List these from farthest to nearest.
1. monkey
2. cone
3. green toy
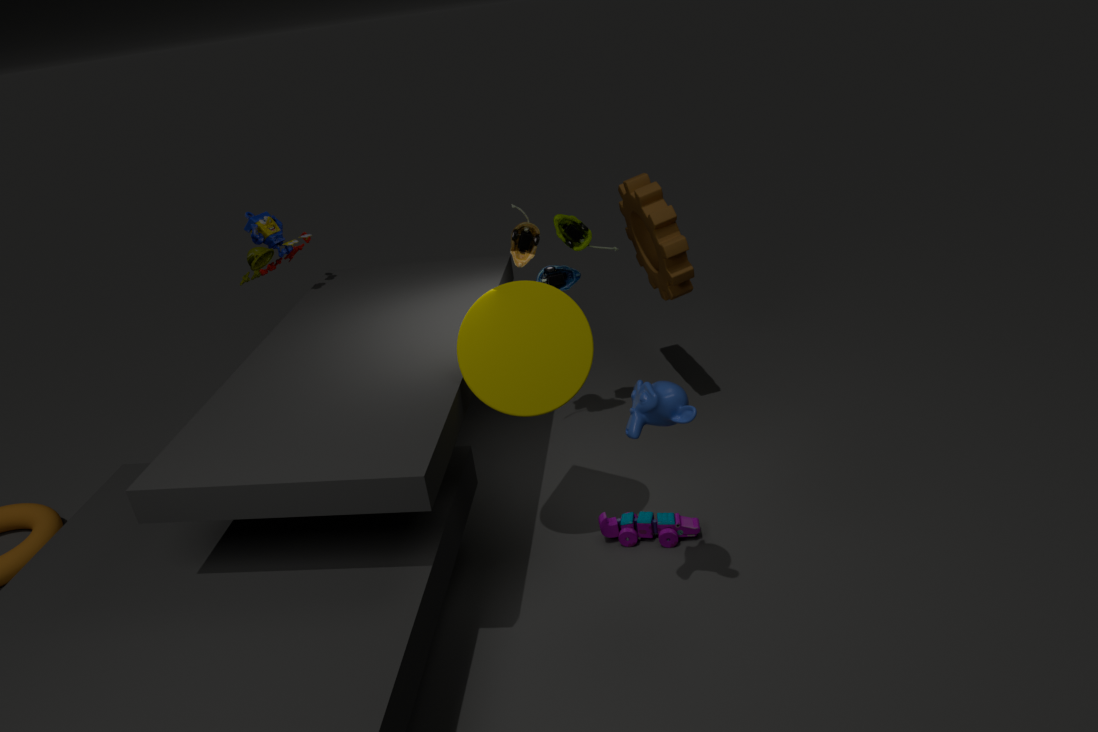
1. green toy
2. cone
3. monkey
